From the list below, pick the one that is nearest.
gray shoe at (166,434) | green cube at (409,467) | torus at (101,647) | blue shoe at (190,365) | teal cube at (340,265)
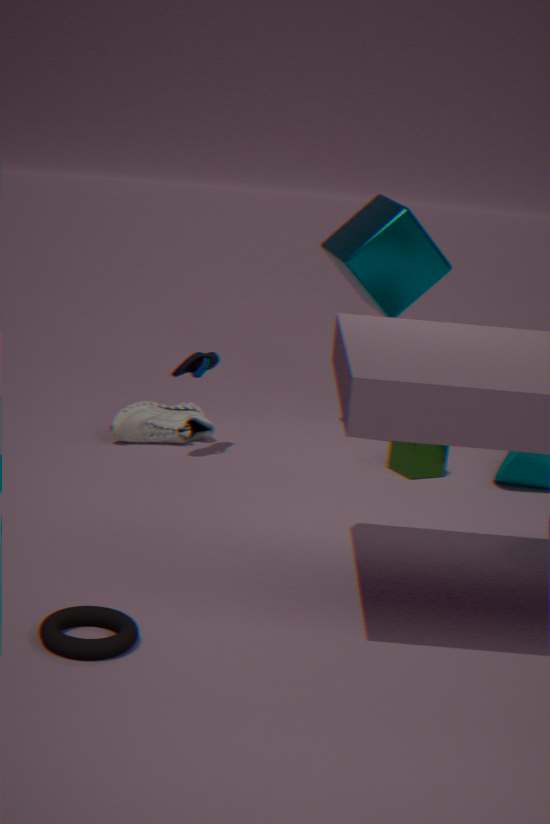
torus at (101,647)
